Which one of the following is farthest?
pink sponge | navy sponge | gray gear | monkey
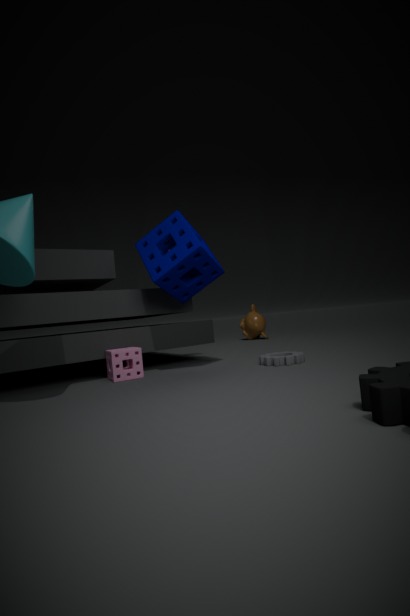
monkey
